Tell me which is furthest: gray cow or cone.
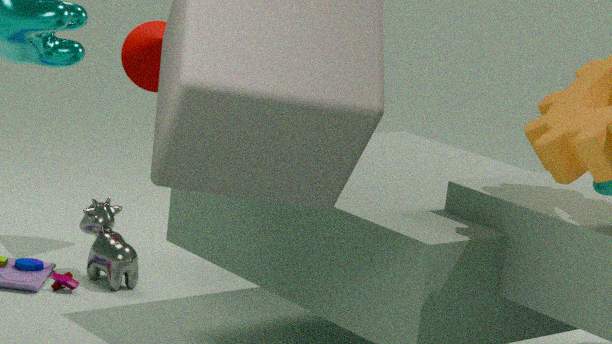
cone
